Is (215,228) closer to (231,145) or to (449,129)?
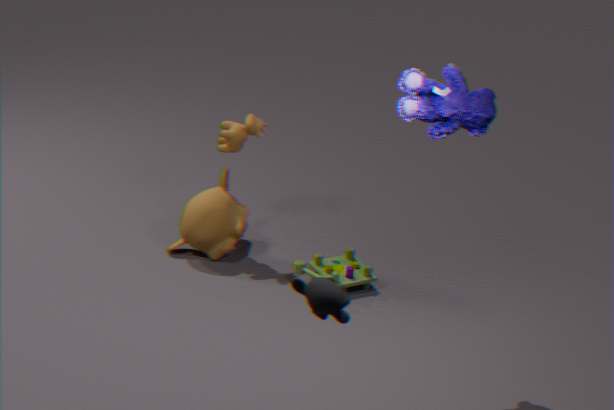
(231,145)
